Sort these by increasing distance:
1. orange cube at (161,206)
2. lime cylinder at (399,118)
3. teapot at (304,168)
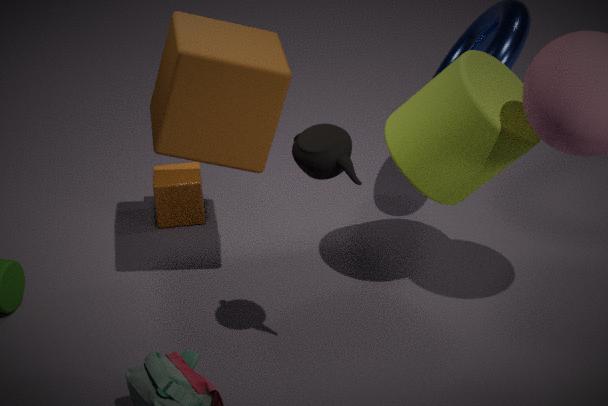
teapot at (304,168) < lime cylinder at (399,118) < orange cube at (161,206)
